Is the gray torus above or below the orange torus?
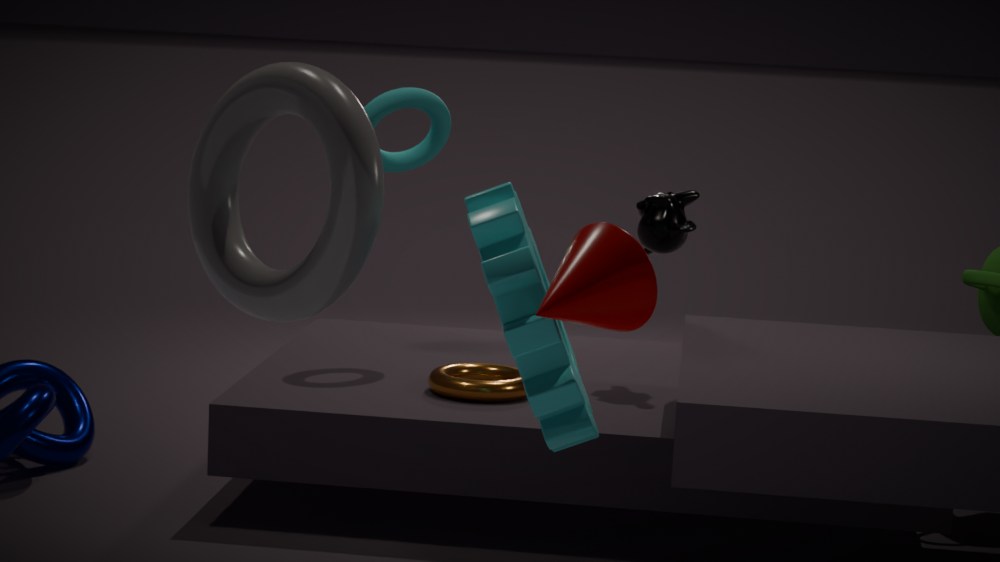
above
